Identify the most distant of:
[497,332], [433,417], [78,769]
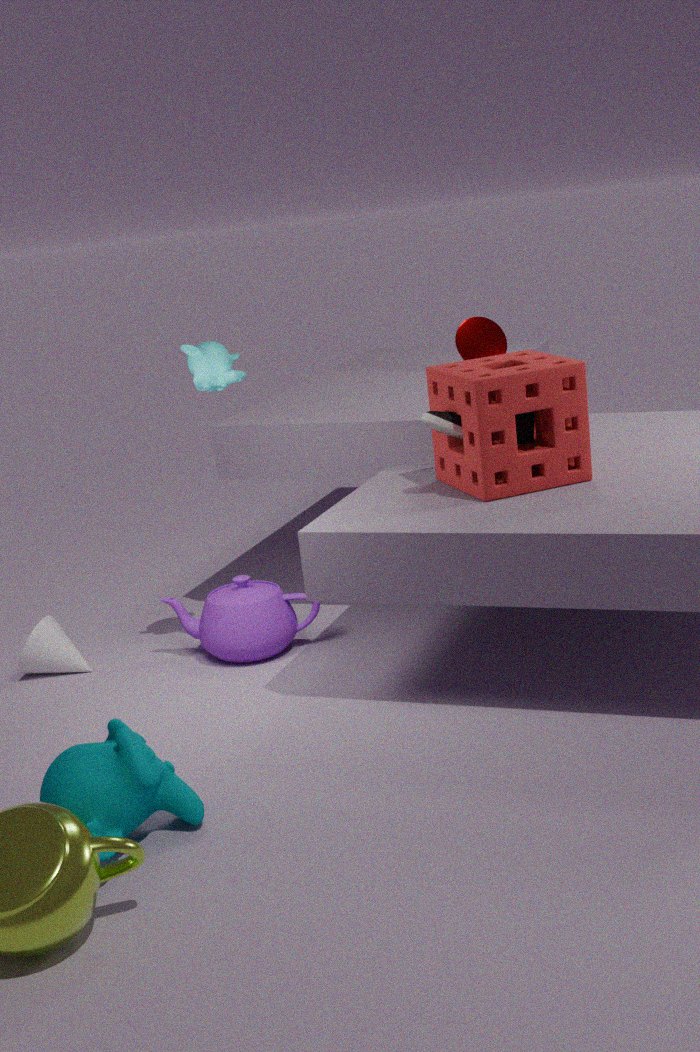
[497,332]
